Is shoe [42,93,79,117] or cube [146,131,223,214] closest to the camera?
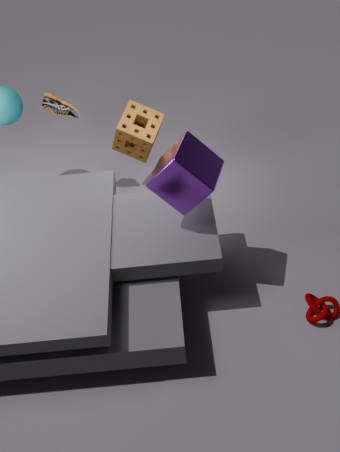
cube [146,131,223,214]
